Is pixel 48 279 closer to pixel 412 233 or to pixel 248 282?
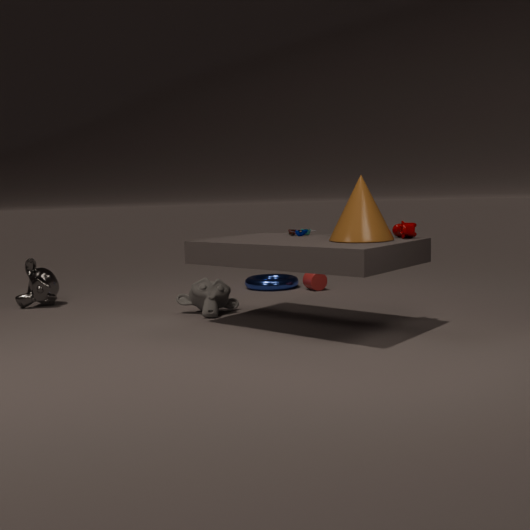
pixel 248 282
